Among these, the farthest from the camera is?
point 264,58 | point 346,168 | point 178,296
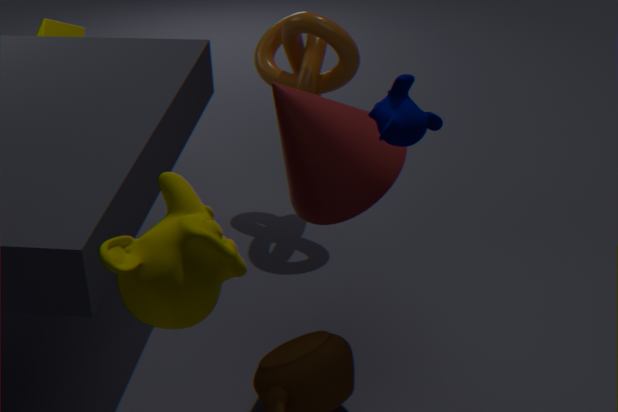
point 264,58
